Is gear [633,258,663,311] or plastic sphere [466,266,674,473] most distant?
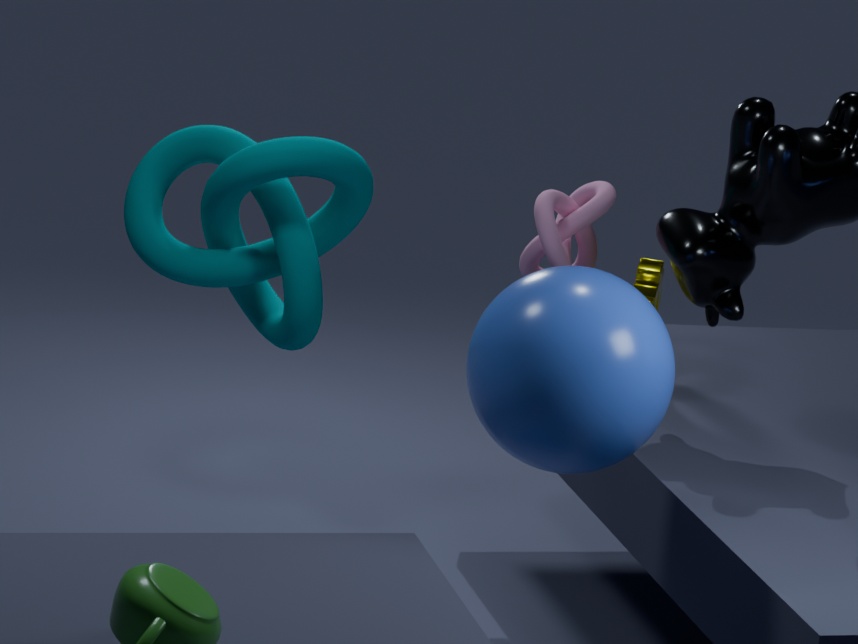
gear [633,258,663,311]
